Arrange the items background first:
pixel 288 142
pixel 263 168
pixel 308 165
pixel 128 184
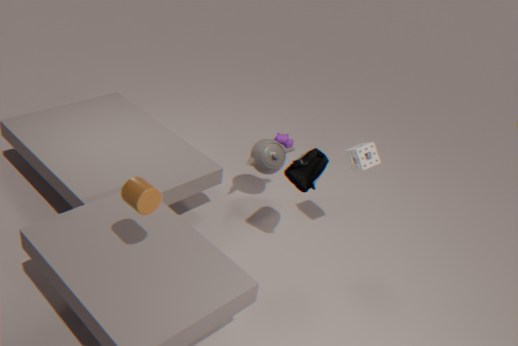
pixel 288 142 → pixel 263 168 → pixel 308 165 → pixel 128 184
